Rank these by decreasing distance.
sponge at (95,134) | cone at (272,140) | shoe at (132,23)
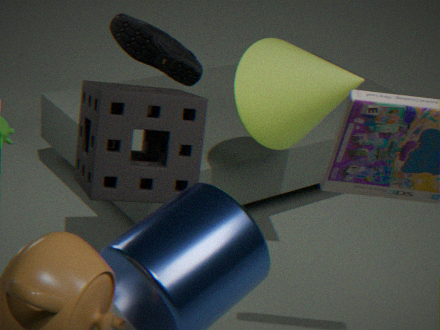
shoe at (132,23), cone at (272,140), sponge at (95,134)
